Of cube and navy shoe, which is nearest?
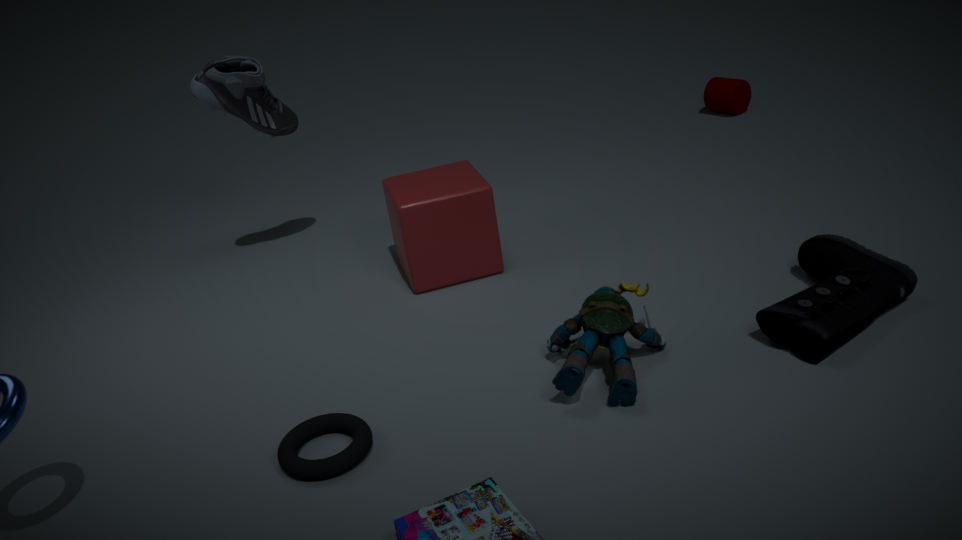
navy shoe
